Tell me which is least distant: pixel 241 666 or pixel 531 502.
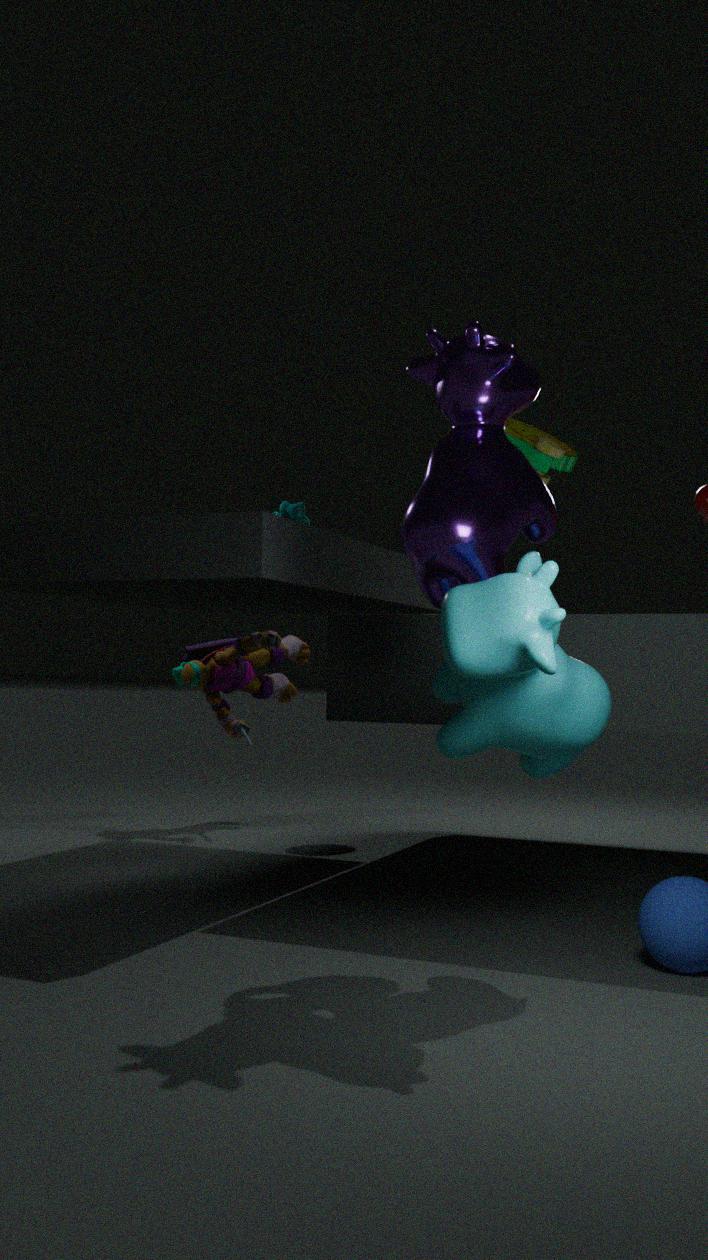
pixel 531 502
